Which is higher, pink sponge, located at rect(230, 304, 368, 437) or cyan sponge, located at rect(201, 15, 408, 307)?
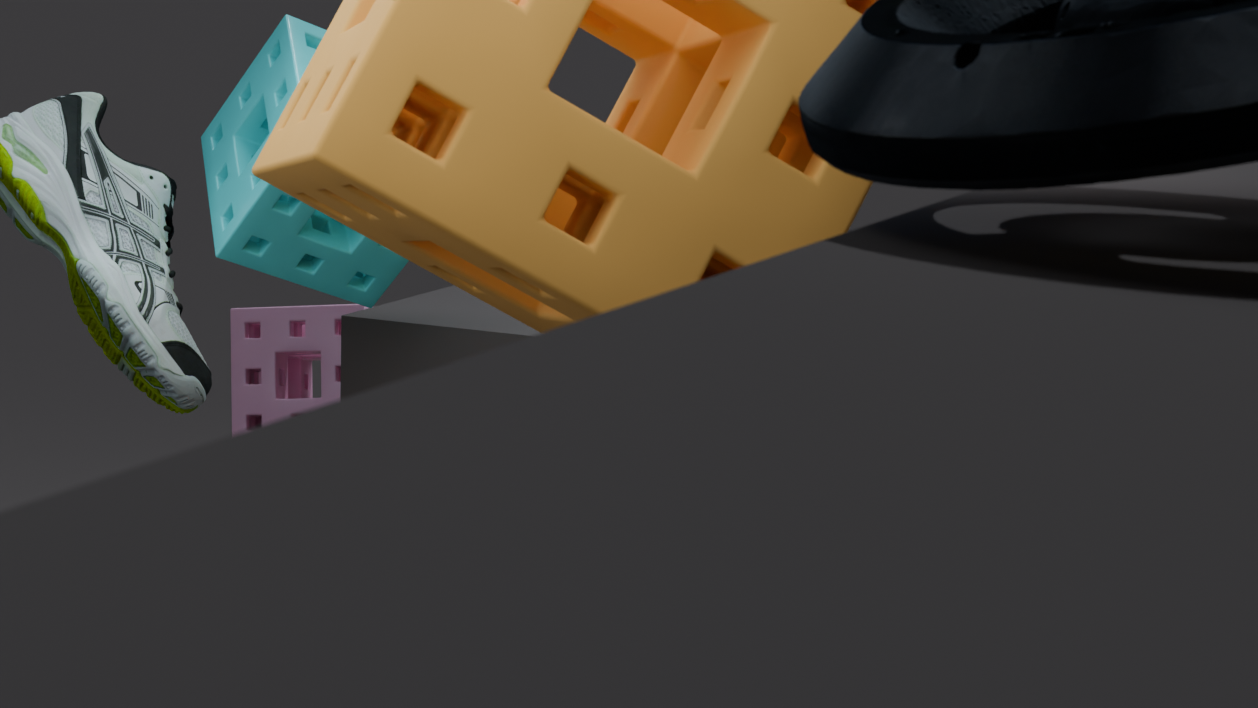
cyan sponge, located at rect(201, 15, 408, 307)
